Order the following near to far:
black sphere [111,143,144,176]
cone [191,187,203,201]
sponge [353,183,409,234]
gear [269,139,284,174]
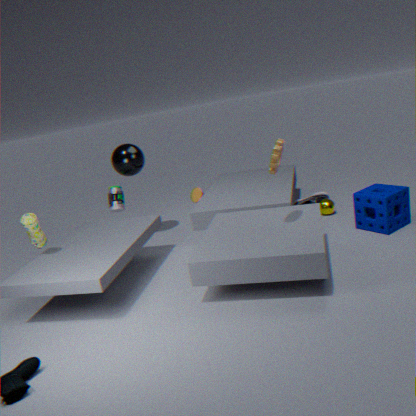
1. gear [269,139,284,174]
2. sponge [353,183,409,234]
3. black sphere [111,143,144,176]
4. cone [191,187,203,201]
